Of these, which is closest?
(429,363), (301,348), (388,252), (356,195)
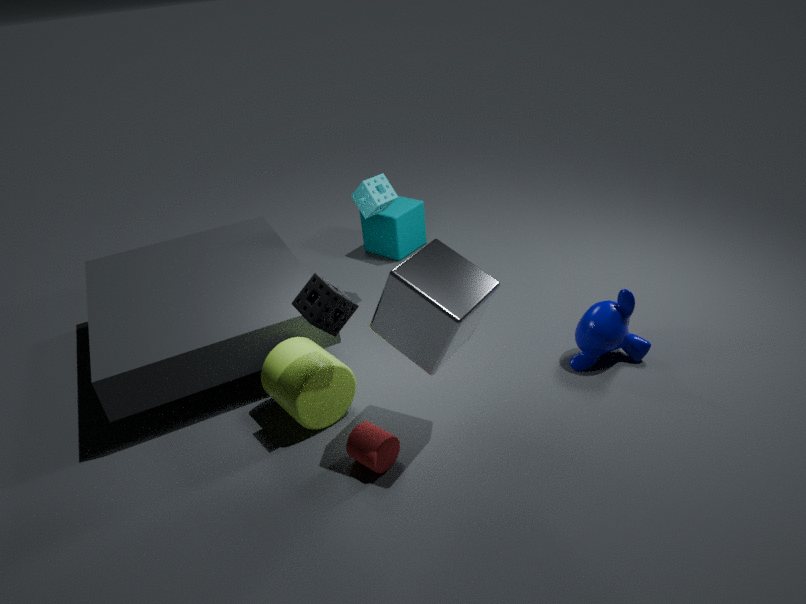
(429,363)
